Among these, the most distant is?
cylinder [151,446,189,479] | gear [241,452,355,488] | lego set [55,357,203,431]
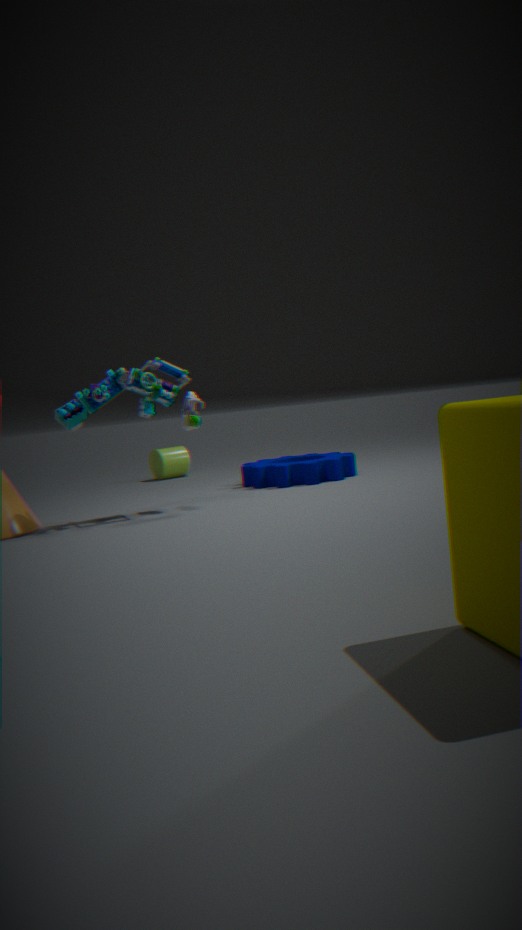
cylinder [151,446,189,479]
